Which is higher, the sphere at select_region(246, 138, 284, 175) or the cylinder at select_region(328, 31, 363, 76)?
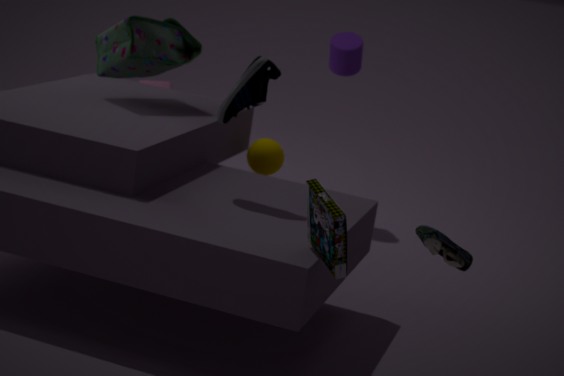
the cylinder at select_region(328, 31, 363, 76)
